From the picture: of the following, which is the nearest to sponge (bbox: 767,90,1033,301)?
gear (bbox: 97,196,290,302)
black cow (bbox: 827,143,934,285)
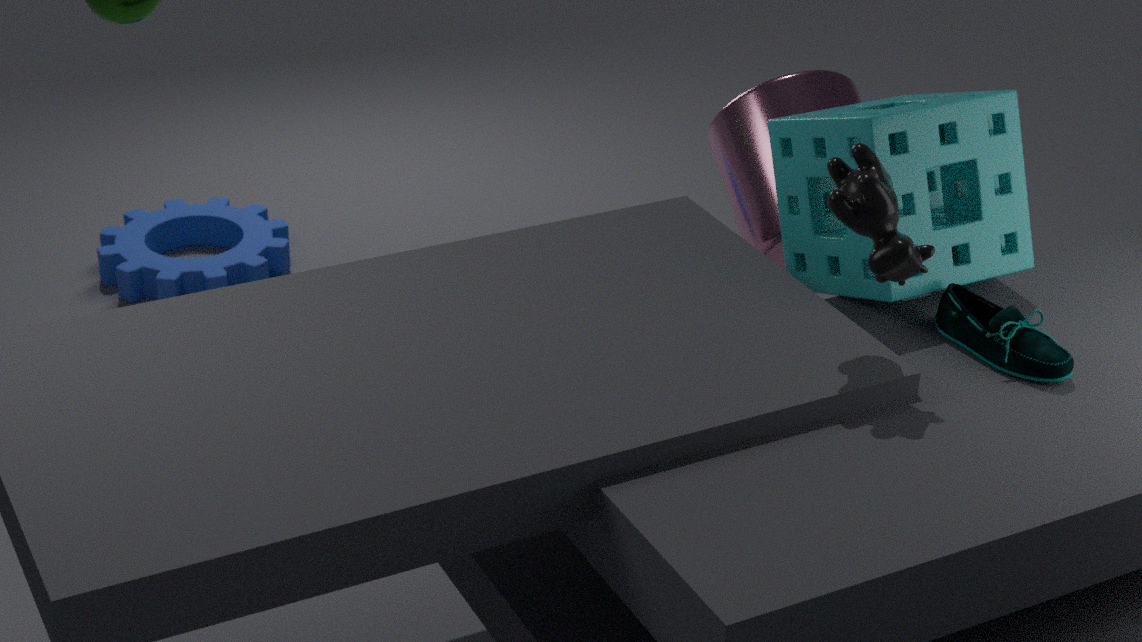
black cow (bbox: 827,143,934,285)
